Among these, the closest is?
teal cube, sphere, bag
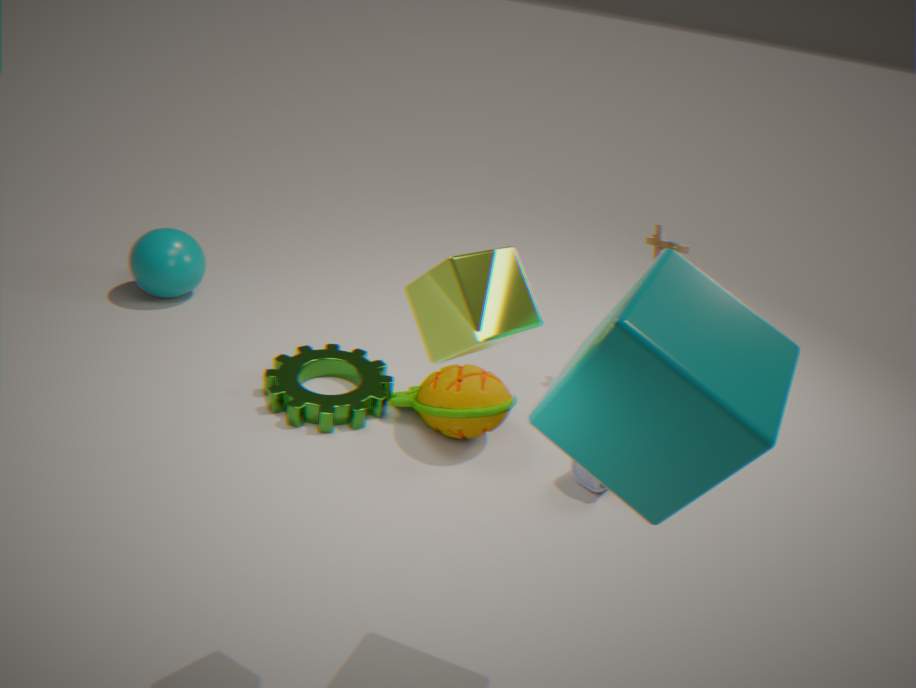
teal cube
